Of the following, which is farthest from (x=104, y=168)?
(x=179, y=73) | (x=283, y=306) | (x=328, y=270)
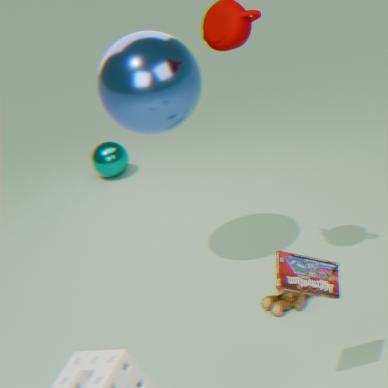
(x=328, y=270)
